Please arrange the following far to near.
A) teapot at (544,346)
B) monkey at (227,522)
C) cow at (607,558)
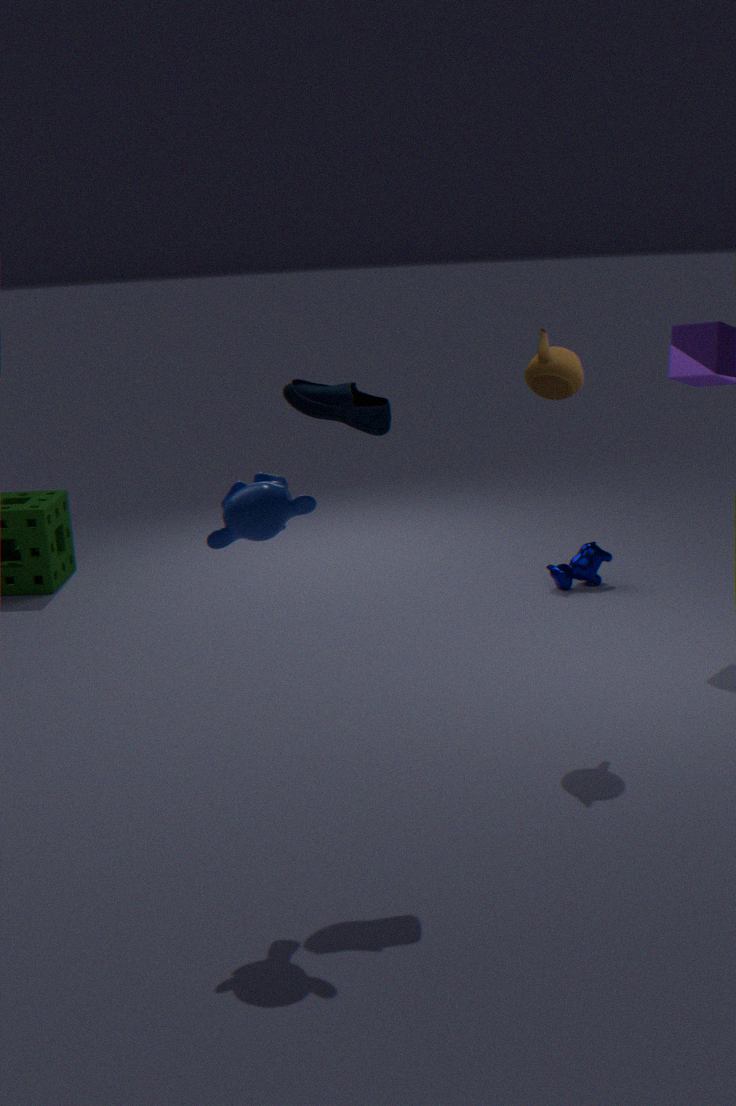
cow at (607,558) → teapot at (544,346) → monkey at (227,522)
